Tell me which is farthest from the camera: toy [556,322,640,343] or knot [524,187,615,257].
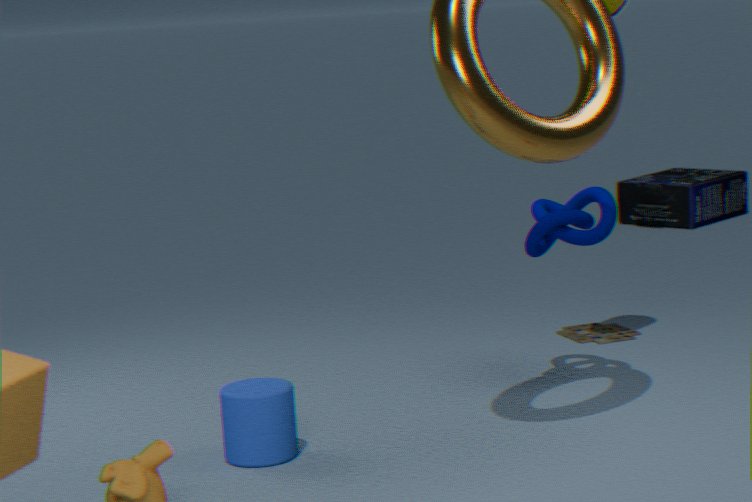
toy [556,322,640,343]
